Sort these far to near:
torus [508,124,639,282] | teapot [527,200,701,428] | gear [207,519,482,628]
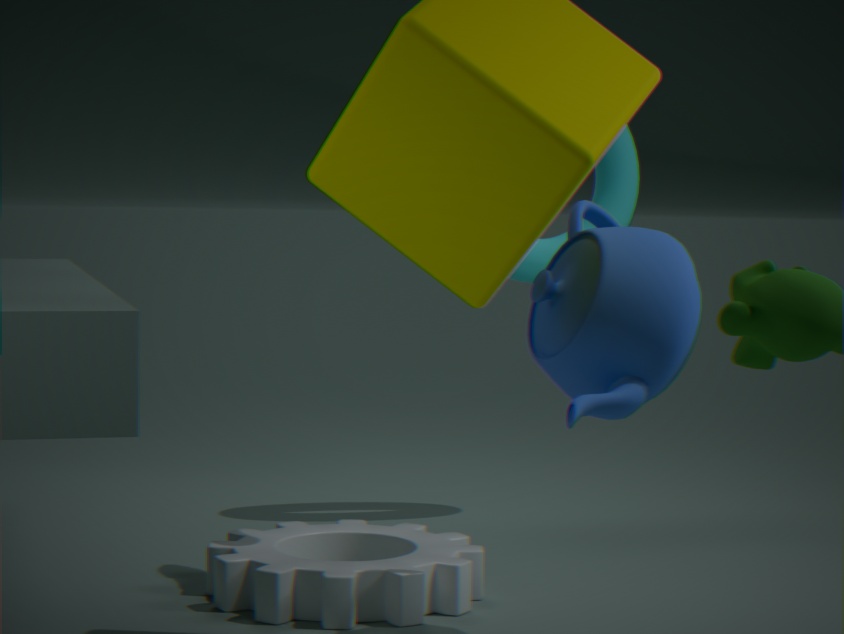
1. torus [508,124,639,282]
2. gear [207,519,482,628]
3. teapot [527,200,701,428]
